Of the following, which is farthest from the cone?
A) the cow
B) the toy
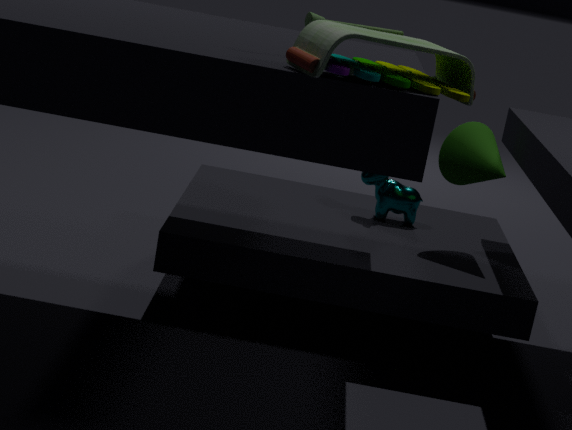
the toy
